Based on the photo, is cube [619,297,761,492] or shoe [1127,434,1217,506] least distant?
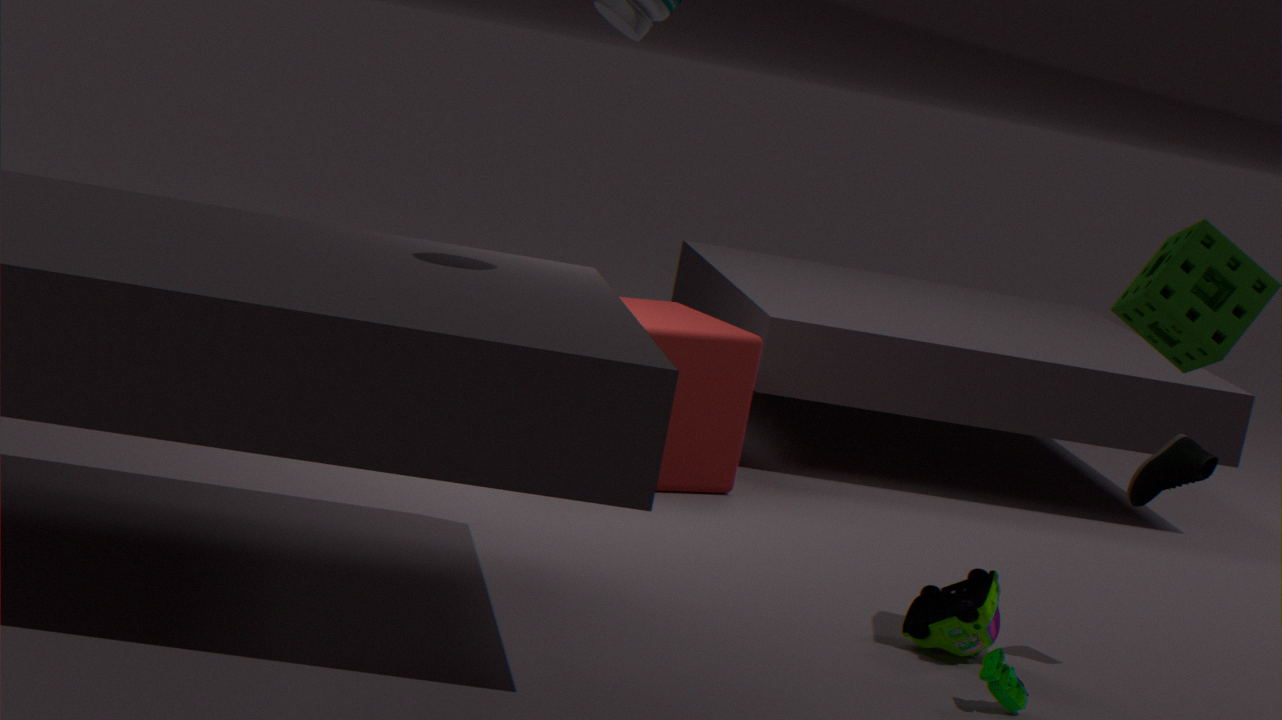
shoe [1127,434,1217,506]
